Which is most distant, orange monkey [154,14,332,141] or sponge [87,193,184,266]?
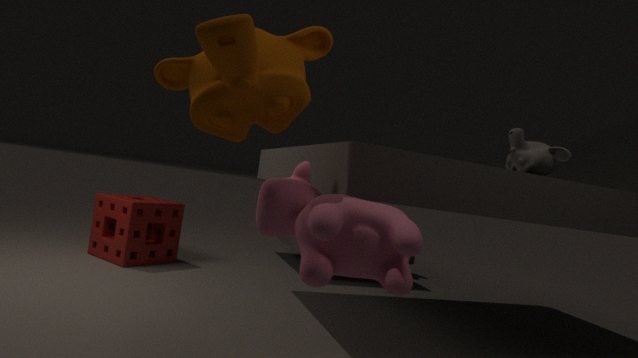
sponge [87,193,184,266]
